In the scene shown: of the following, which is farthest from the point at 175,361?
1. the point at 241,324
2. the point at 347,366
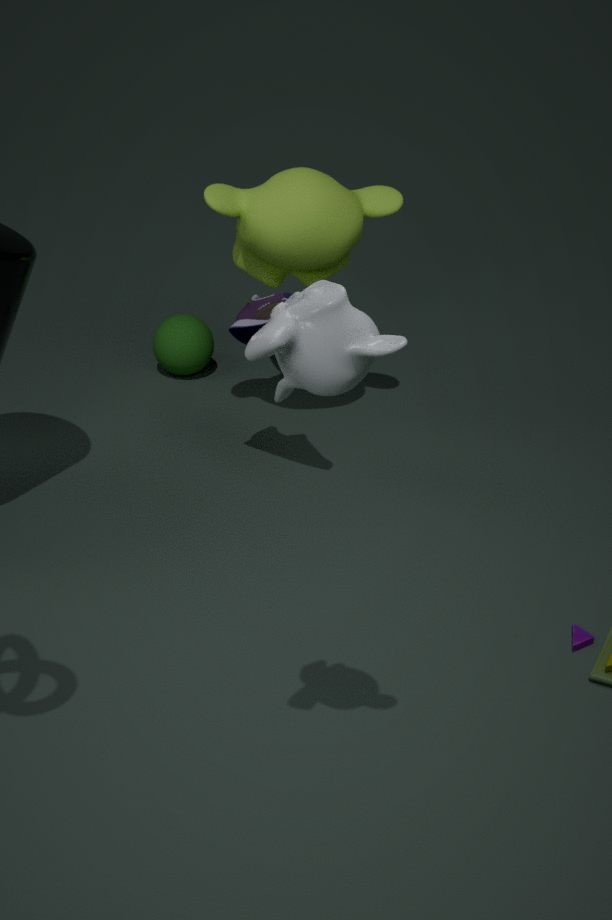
the point at 347,366
